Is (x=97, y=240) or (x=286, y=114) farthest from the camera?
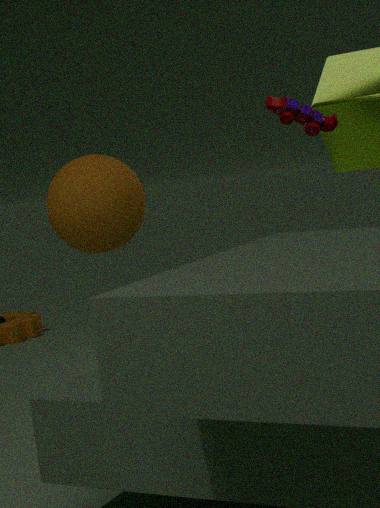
(x=97, y=240)
